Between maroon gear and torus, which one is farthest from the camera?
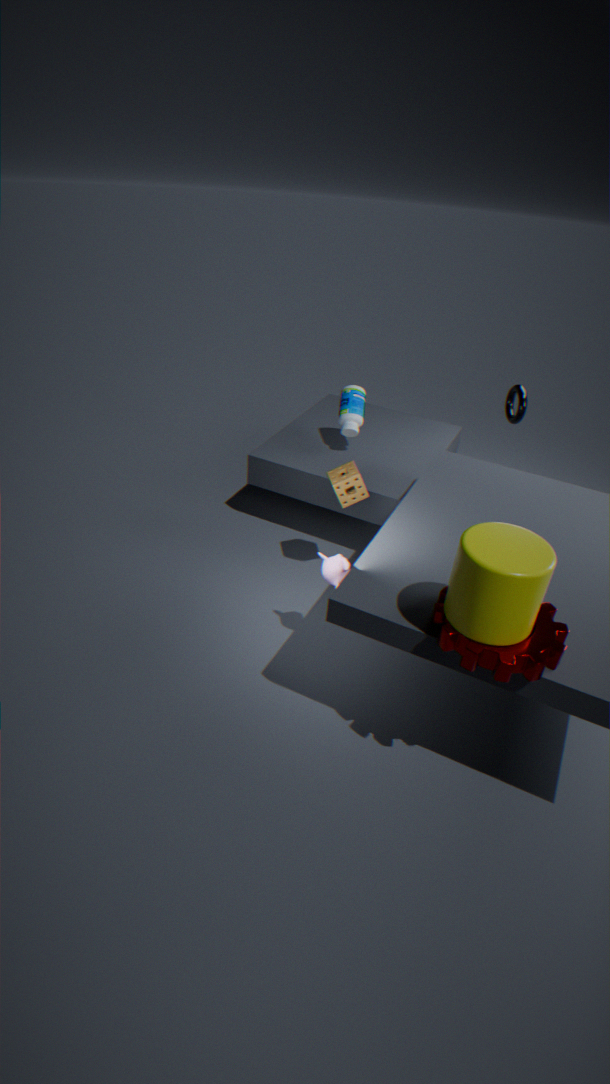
torus
